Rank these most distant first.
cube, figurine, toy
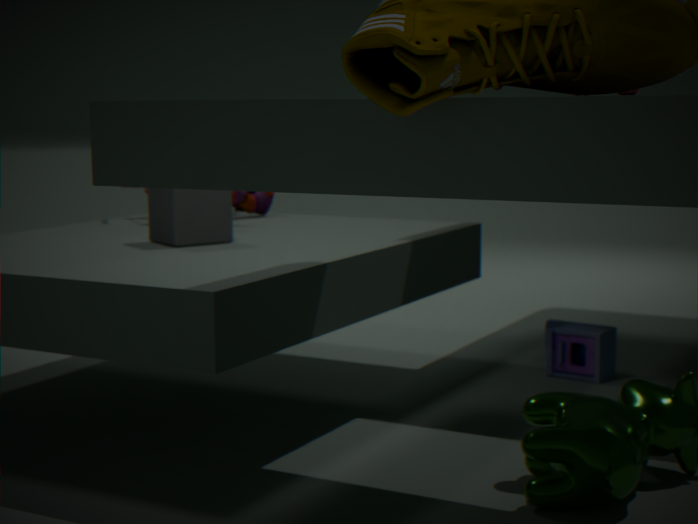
figurine
toy
cube
